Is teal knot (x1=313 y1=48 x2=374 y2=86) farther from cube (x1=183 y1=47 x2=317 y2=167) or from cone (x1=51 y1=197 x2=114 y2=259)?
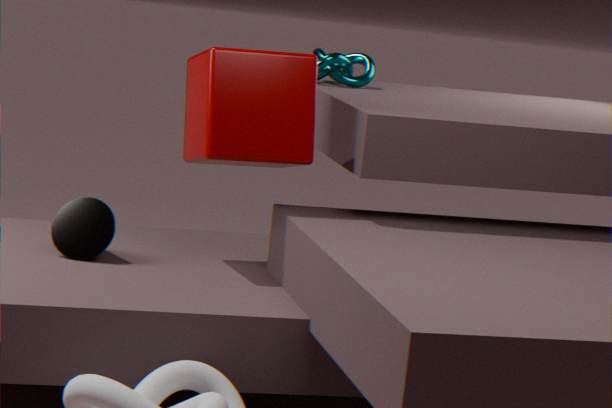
cone (x1=51 y1=197 x2=114 y2=259)
